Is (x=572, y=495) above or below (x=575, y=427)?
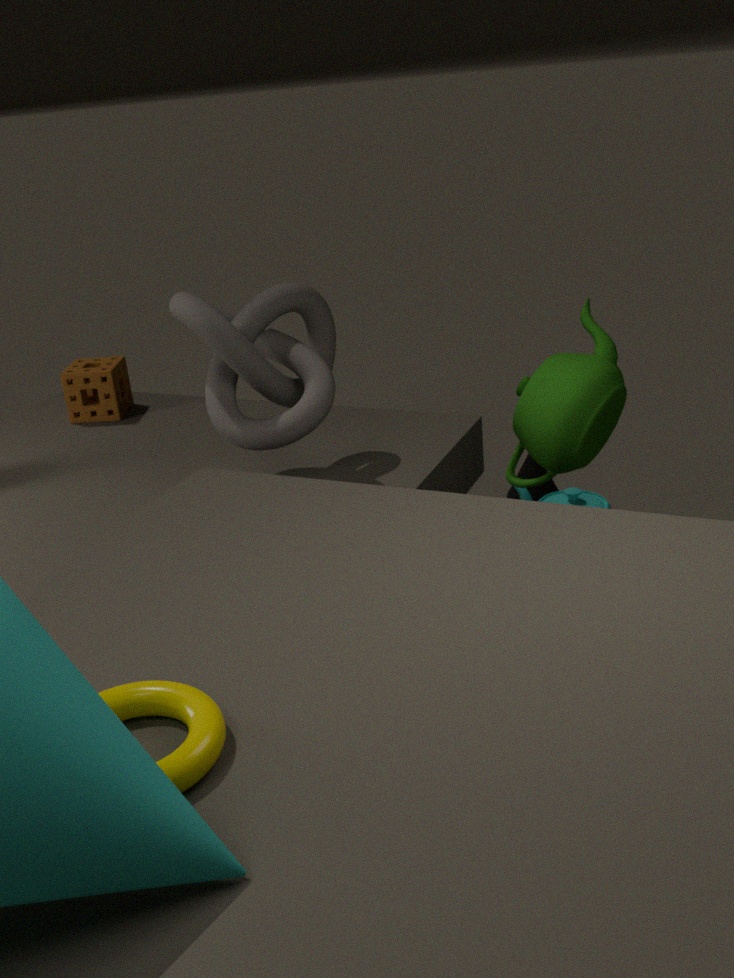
below
